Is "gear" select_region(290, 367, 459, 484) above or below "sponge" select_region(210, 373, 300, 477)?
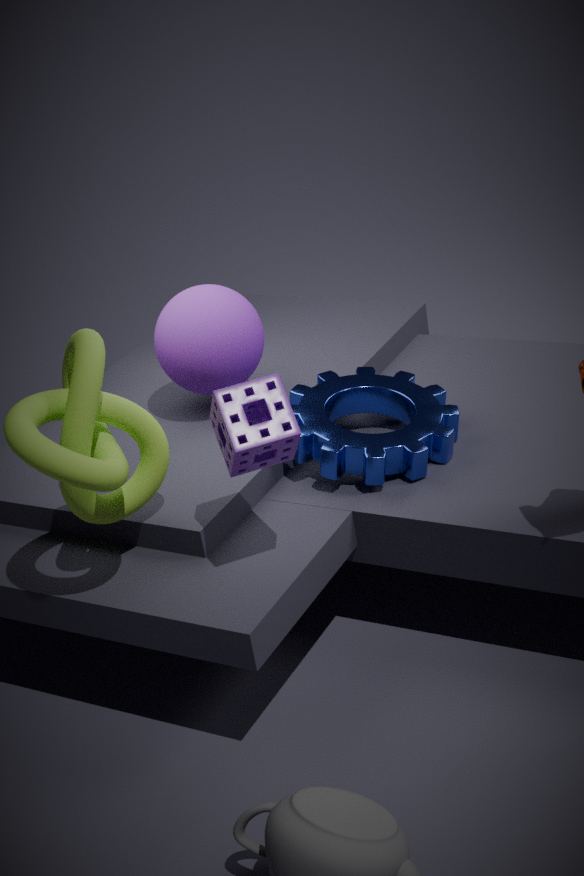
below
